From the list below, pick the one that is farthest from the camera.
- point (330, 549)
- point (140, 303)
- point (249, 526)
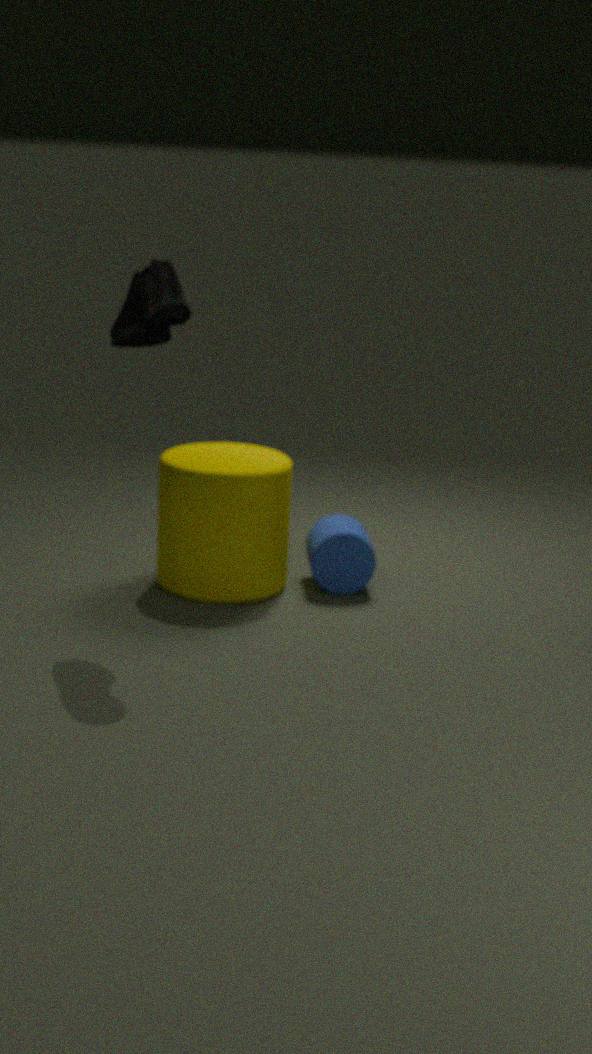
point (330, 549)
